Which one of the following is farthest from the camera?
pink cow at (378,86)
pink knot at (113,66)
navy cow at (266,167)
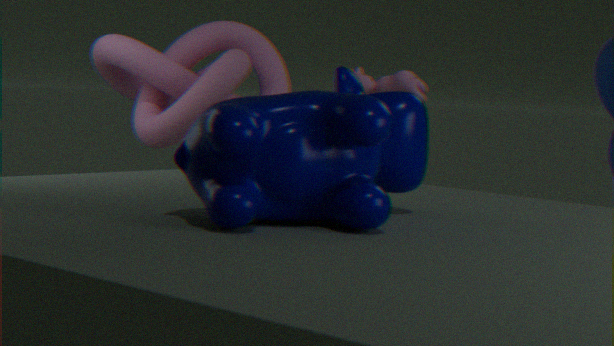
pink cow at (378,86)
